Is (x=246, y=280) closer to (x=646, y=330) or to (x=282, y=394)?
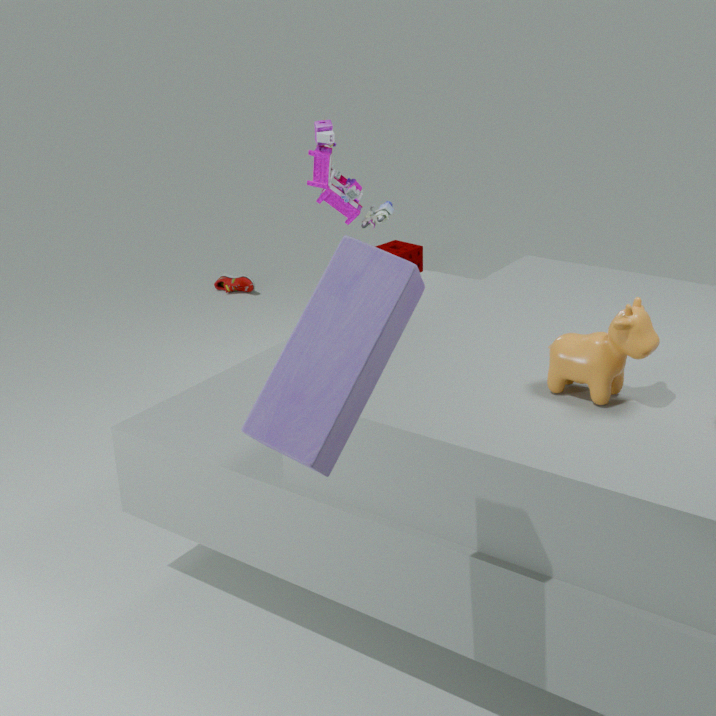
(x=646, y=330)
